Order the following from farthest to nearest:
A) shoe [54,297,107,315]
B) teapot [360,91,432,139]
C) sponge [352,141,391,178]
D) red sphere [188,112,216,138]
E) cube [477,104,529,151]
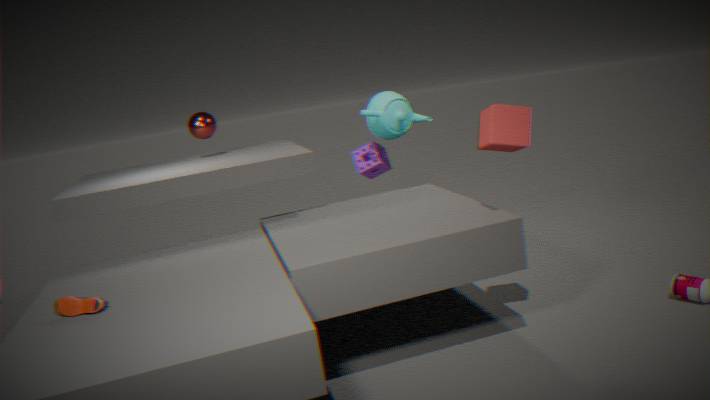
sponge [352,141,391,178] < teapot [360,91,432,139] < red sphere [188,112,216,138] < cube [477,104,529,151] < shoe [54,297,107,315]
